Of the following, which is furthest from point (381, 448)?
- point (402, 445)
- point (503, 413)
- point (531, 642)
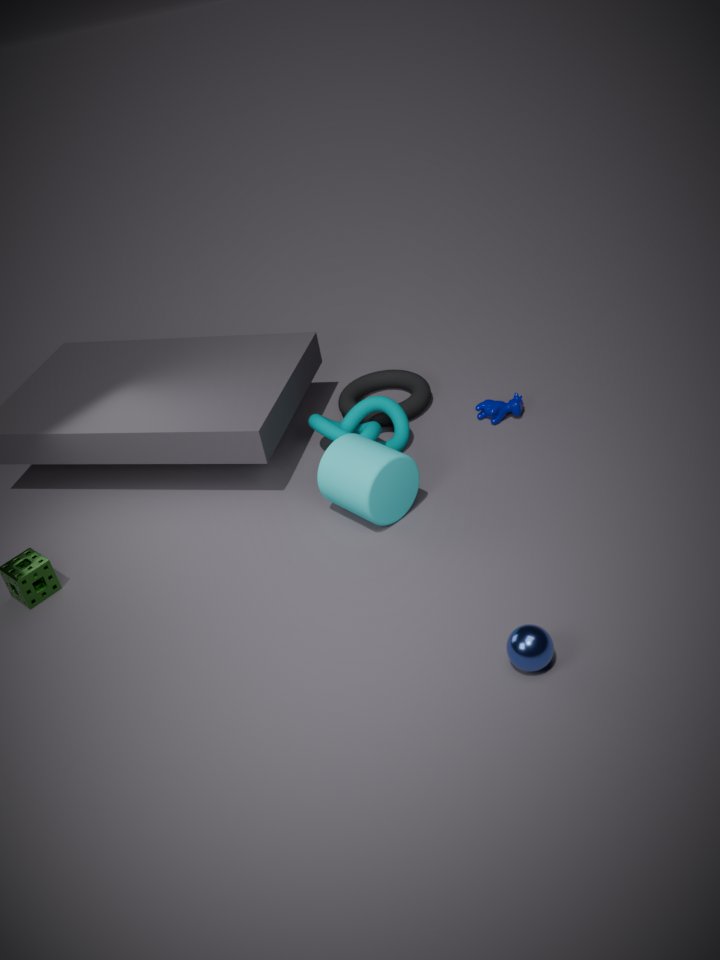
point (531, 642)
